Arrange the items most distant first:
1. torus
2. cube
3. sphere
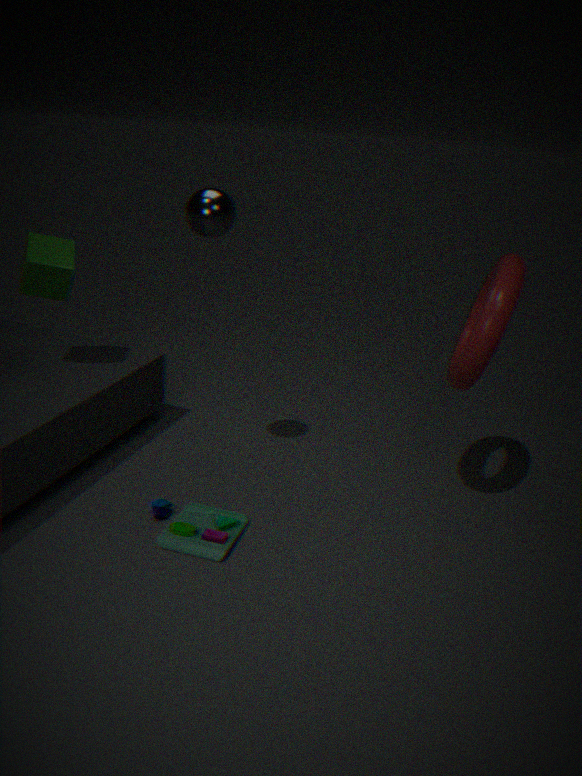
cube
sphere
torus
